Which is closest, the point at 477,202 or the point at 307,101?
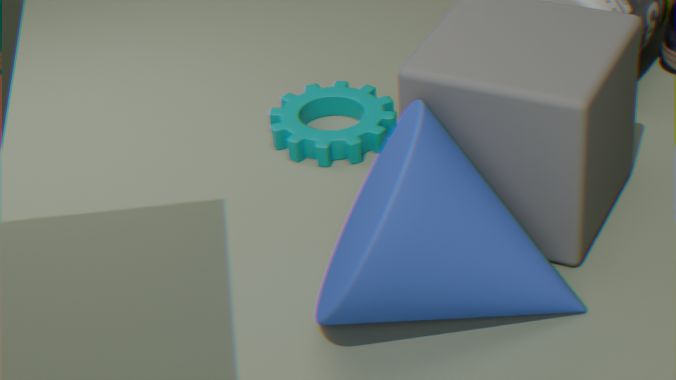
the point at 477,202
